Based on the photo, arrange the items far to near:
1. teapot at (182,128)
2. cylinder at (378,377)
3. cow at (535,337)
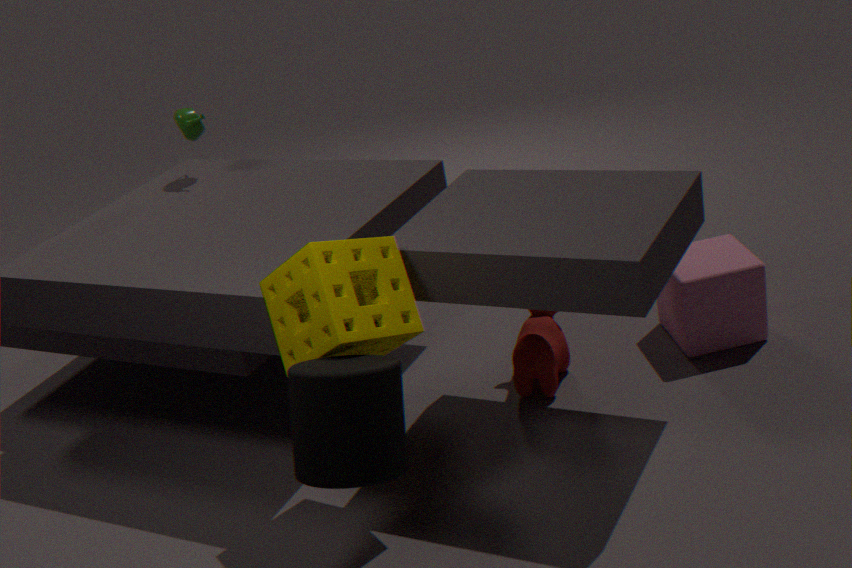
teapot at (182,128), cow at (535,337), cylinder at (378,377)
